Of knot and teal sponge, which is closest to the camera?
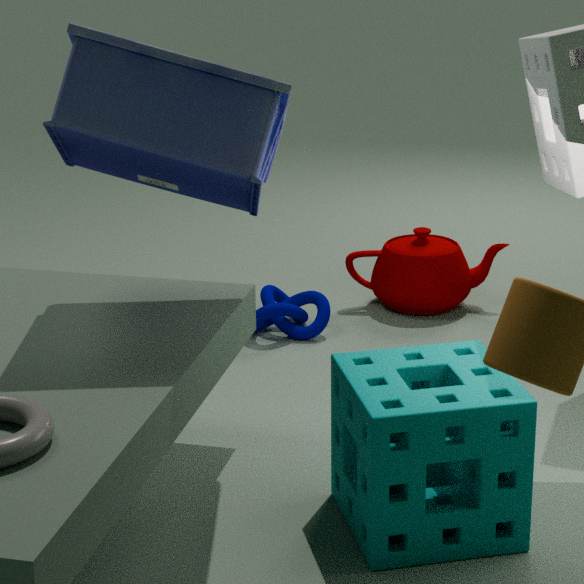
teal sponge
